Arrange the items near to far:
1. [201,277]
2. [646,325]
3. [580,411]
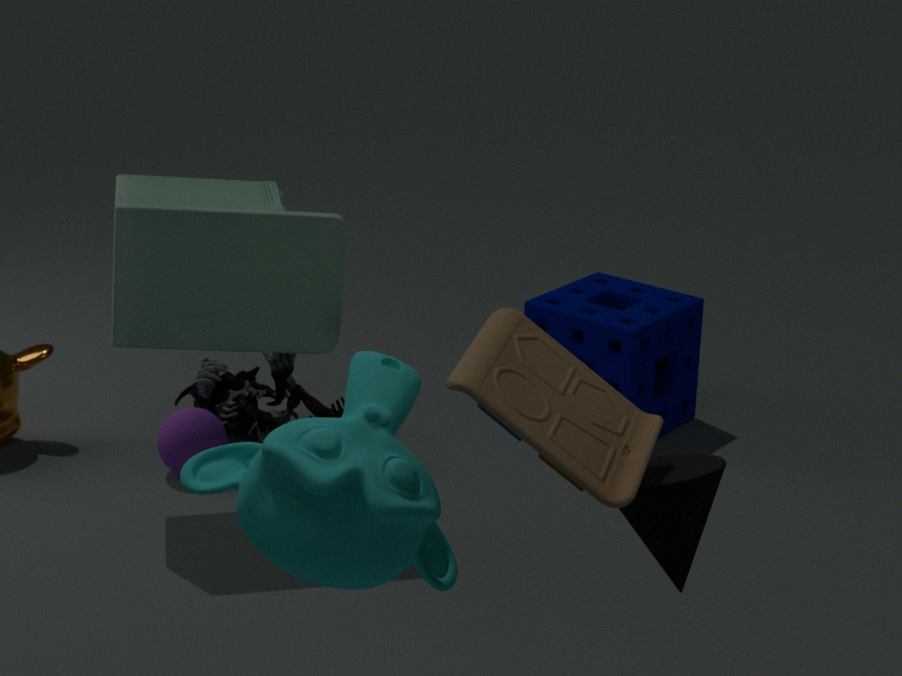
1. [580,411]
2. [201,277]
3. [646,325]
